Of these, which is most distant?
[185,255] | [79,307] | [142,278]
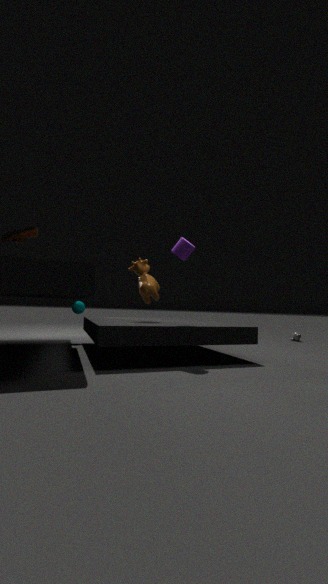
[79,307]
